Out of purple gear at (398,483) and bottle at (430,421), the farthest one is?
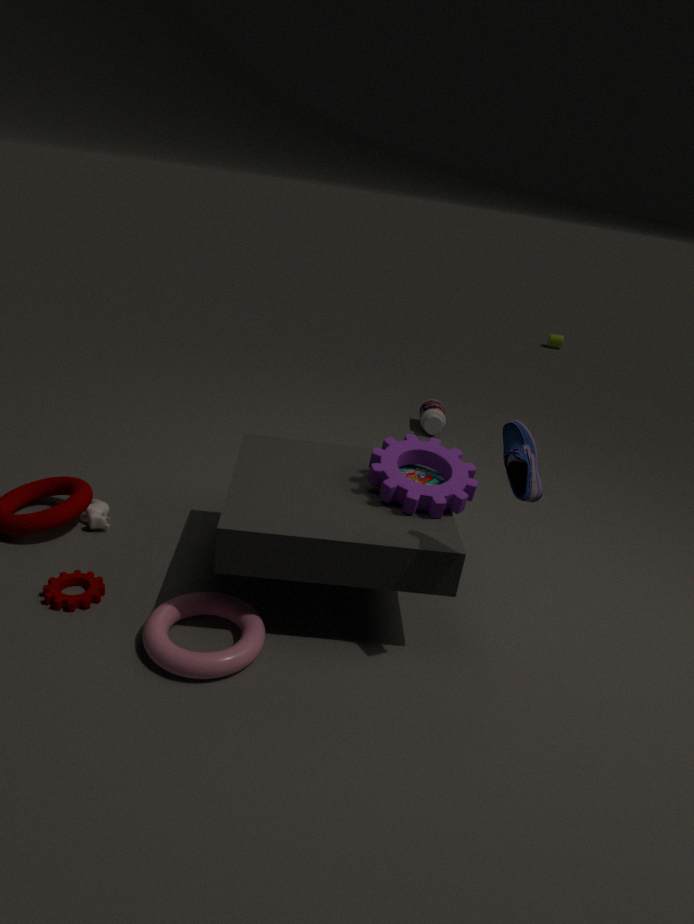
bottle at (430,421)
